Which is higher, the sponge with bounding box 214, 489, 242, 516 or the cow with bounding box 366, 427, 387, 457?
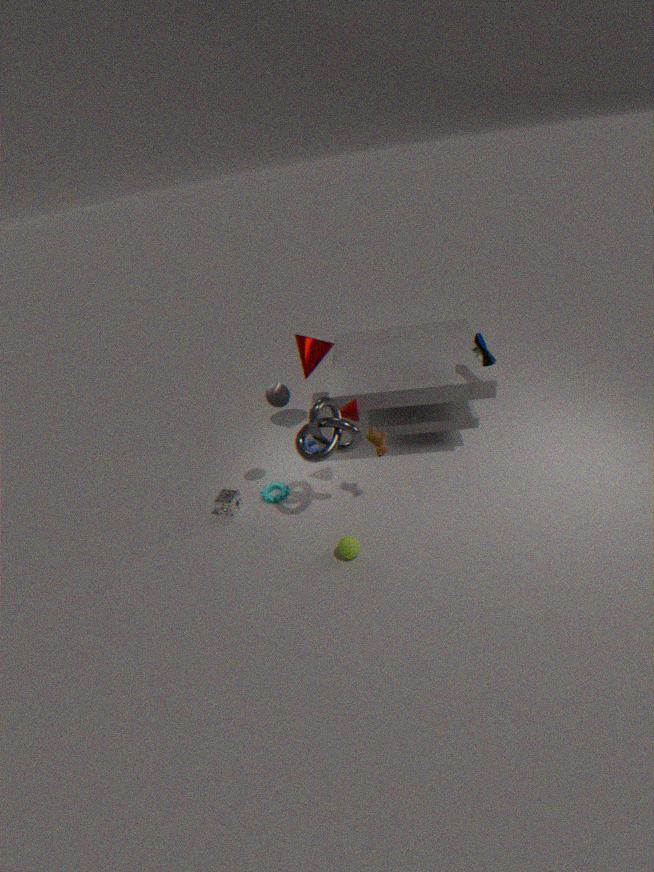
the cow with bounding box 366, 427, 387, 457
